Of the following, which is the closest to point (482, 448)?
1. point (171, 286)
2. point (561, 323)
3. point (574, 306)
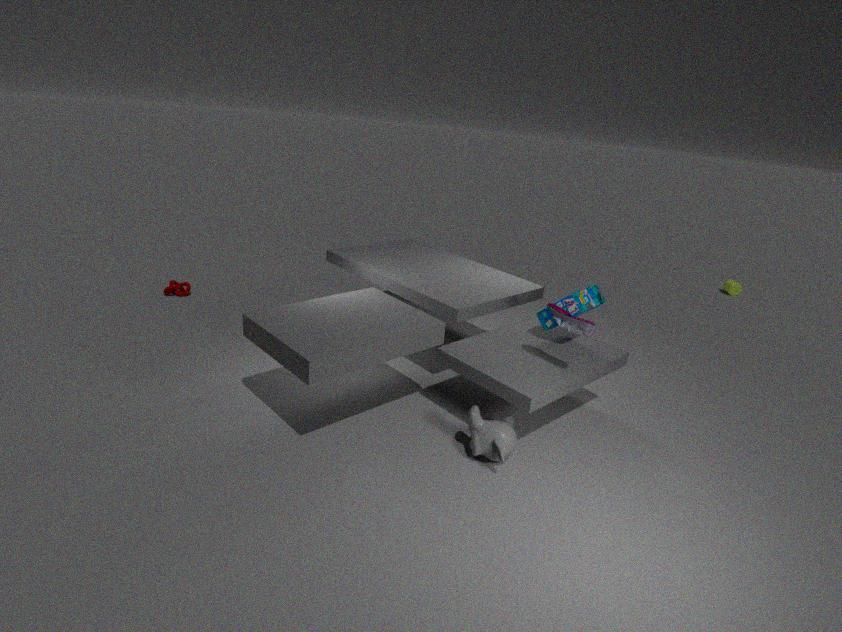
point (561, 323)
